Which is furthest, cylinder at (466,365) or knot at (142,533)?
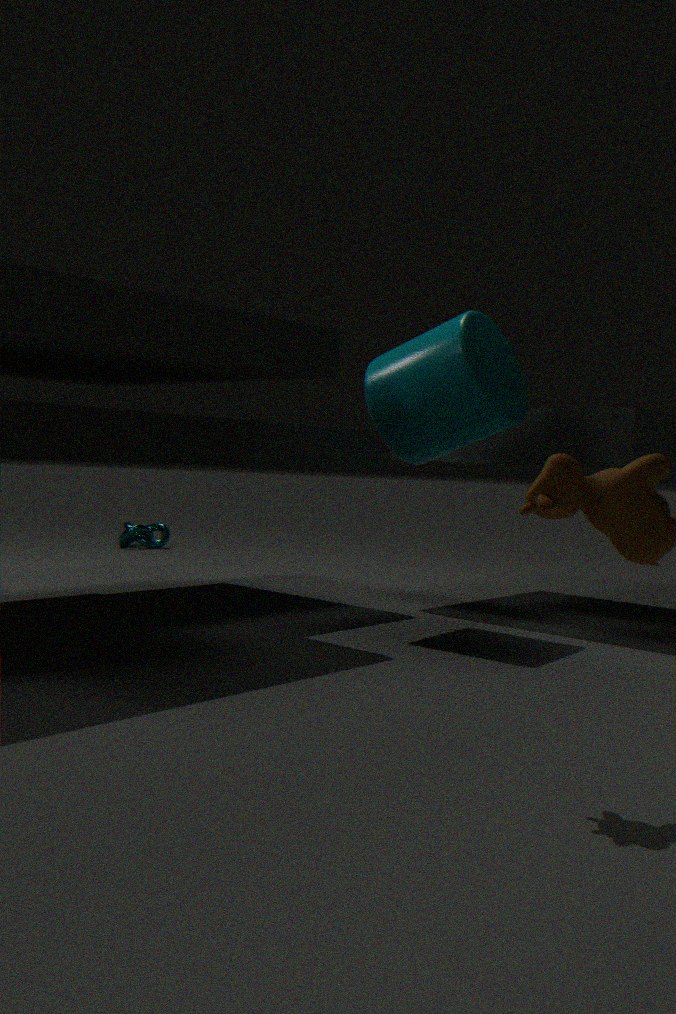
knot at (142,533)
